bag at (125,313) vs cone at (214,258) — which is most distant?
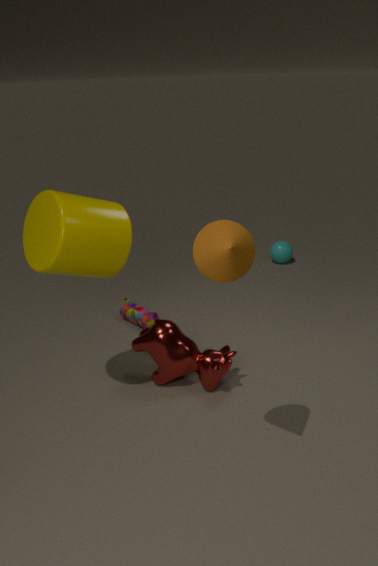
bag at (125,313)
